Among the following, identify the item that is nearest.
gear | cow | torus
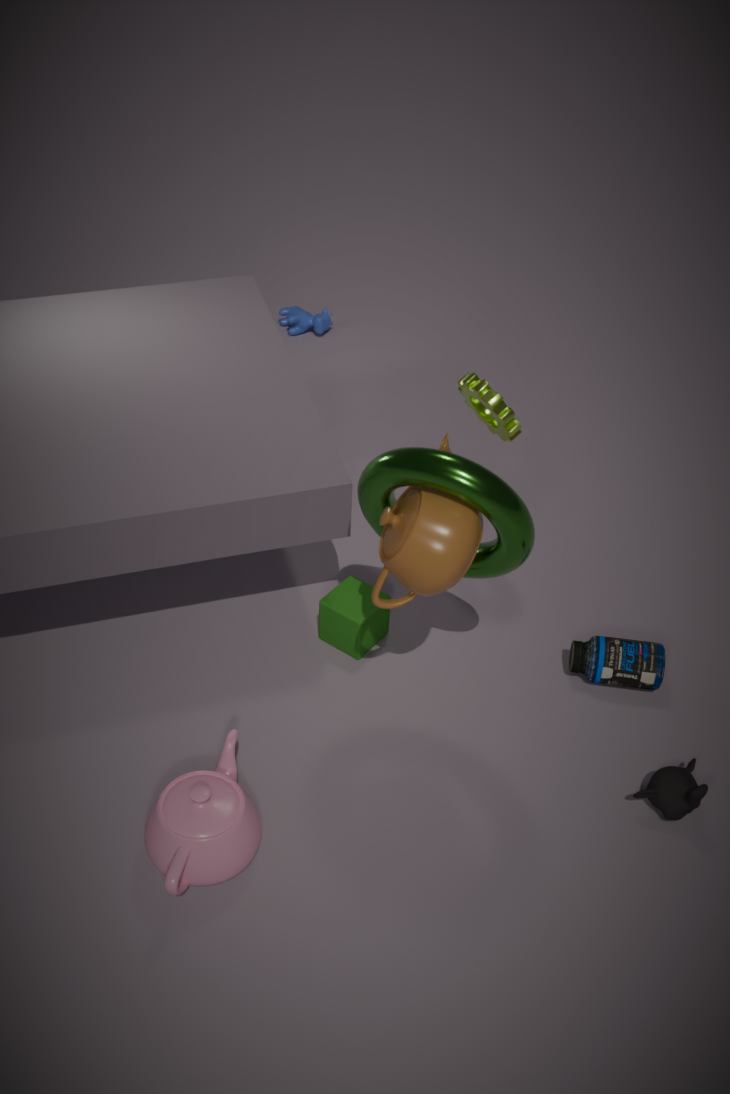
torus
